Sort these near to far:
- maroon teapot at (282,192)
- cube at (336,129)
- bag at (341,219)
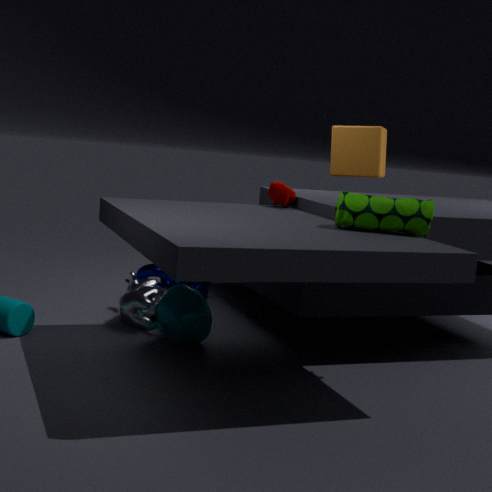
bag at (341,219) < maroon teapot at (282,192) < cube at (336,129)
